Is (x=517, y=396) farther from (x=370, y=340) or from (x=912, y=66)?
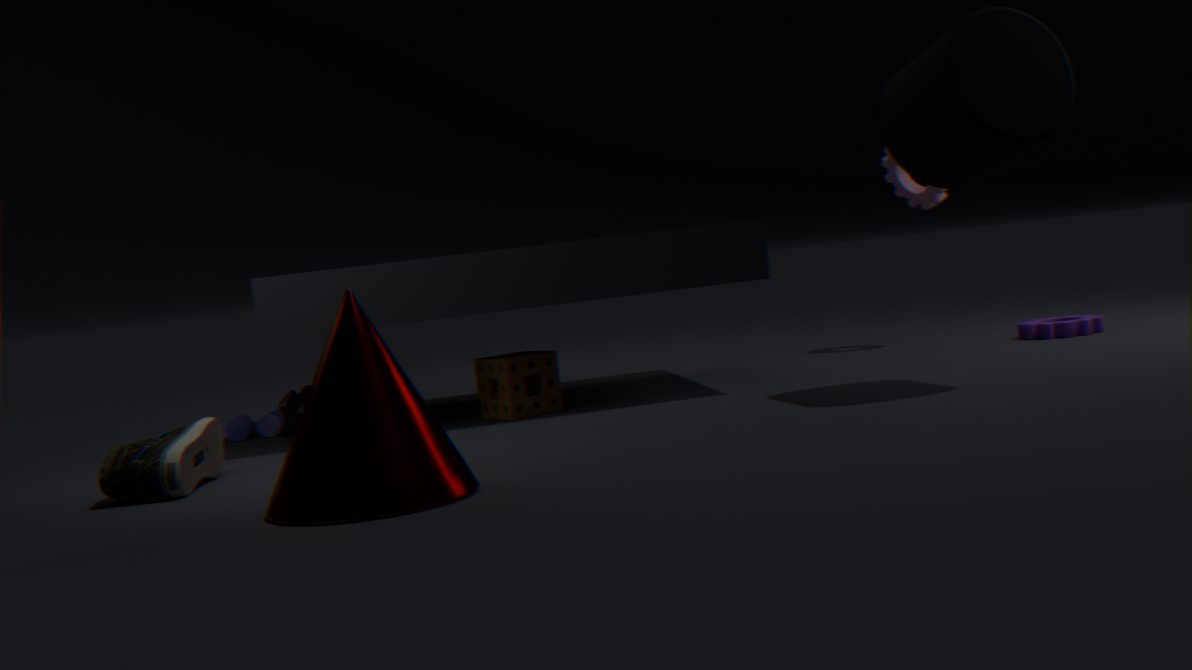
(x=912, y=66)
